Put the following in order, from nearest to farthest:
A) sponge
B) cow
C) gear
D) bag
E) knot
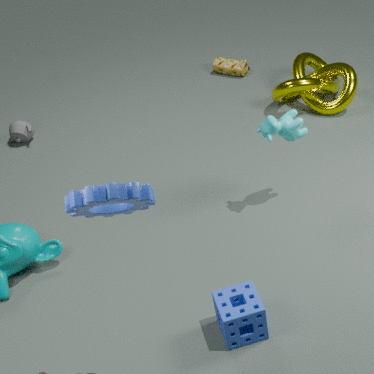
gear
sponge
cow
knot
bag
